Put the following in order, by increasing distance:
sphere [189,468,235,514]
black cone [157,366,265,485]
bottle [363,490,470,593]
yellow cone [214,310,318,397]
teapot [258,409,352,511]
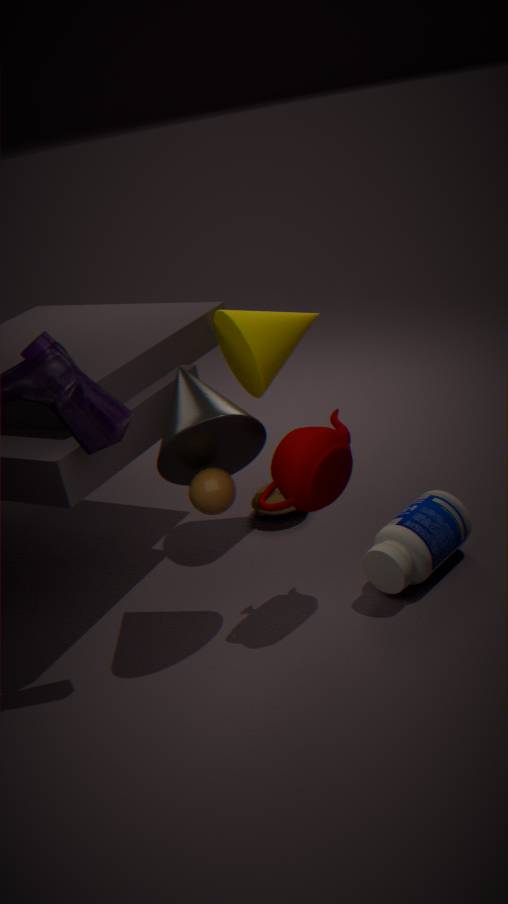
black cone [157,366,265,485]
teapot [258,409,352,511]
sphere [189,468,235,514]
bottle [363,490,470,593]
yellow cone [214,310,318,397]
